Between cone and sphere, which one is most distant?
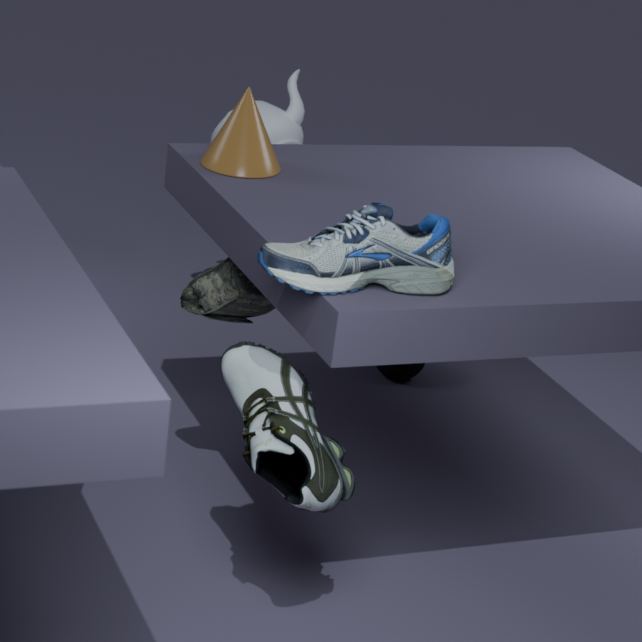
sphere
